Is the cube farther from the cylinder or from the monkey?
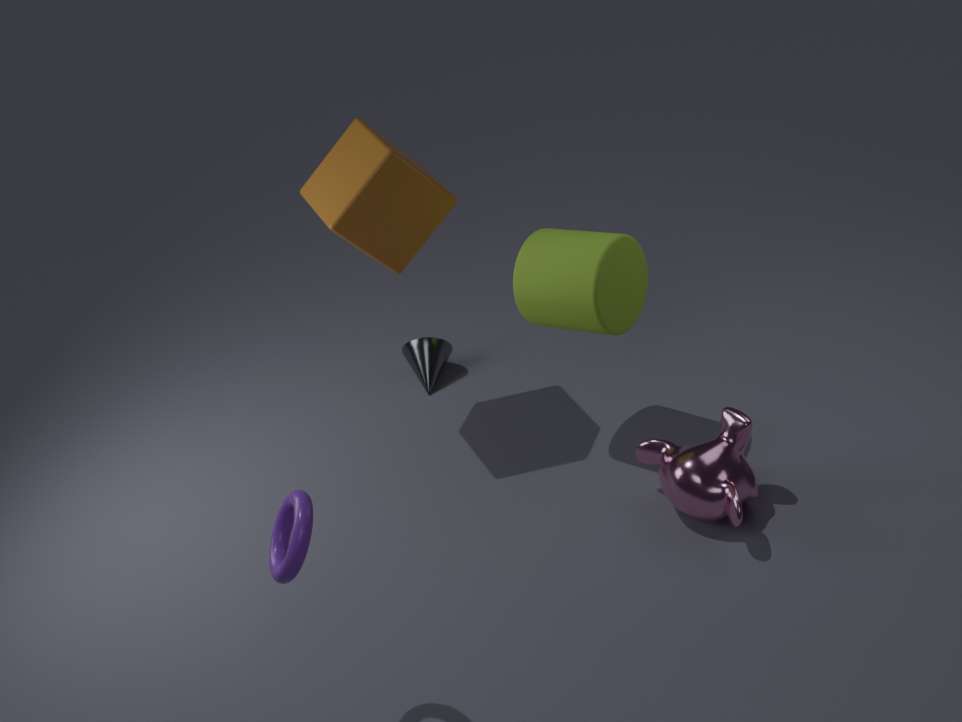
the monkey
